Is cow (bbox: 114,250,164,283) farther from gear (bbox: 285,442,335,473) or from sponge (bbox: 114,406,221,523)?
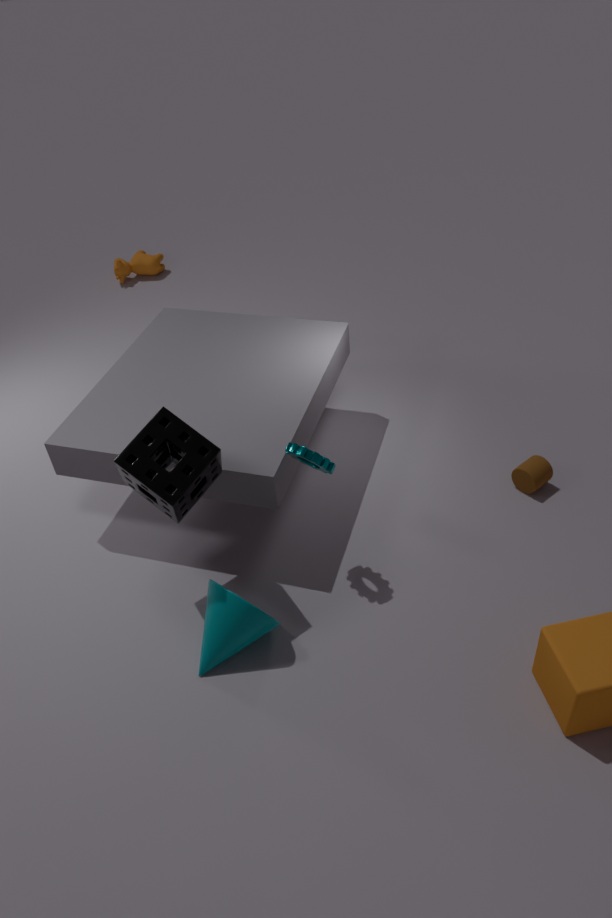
gear (bbox: 285,442,335,473)
